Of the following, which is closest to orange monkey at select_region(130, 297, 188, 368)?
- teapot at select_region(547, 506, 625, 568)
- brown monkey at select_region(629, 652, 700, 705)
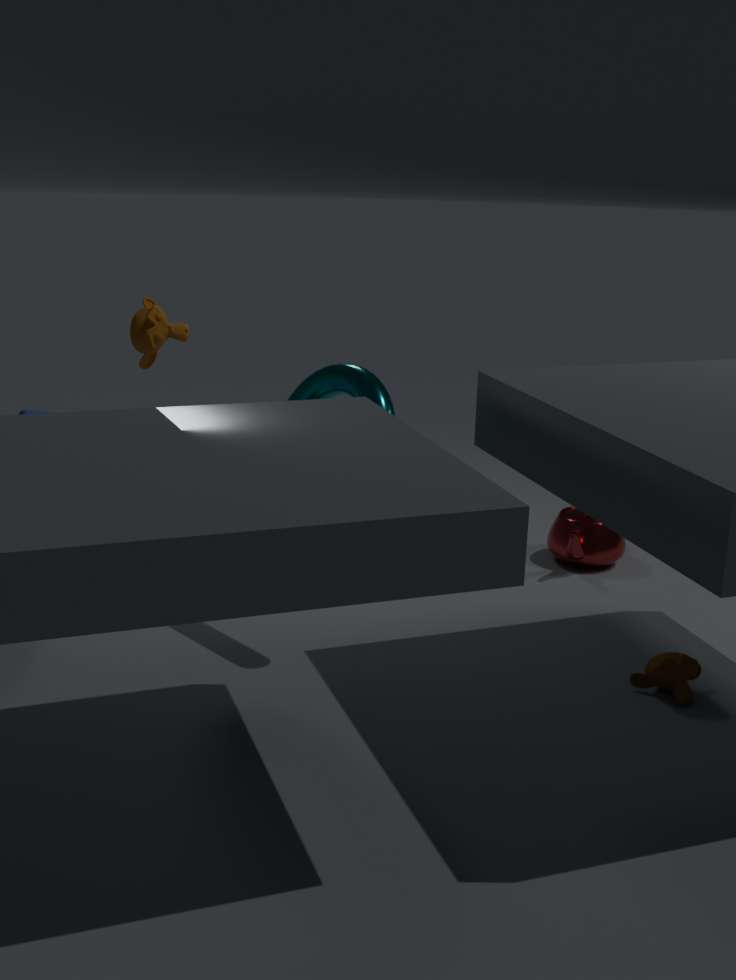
teapot at select_region(547, 506, 625, 568)
